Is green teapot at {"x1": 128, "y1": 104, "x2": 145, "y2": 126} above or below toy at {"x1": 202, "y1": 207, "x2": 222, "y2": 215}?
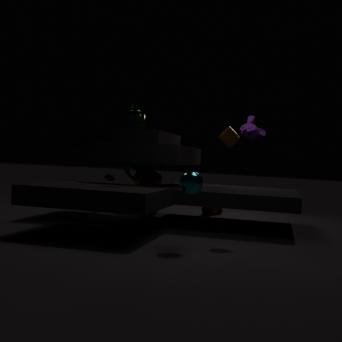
above
